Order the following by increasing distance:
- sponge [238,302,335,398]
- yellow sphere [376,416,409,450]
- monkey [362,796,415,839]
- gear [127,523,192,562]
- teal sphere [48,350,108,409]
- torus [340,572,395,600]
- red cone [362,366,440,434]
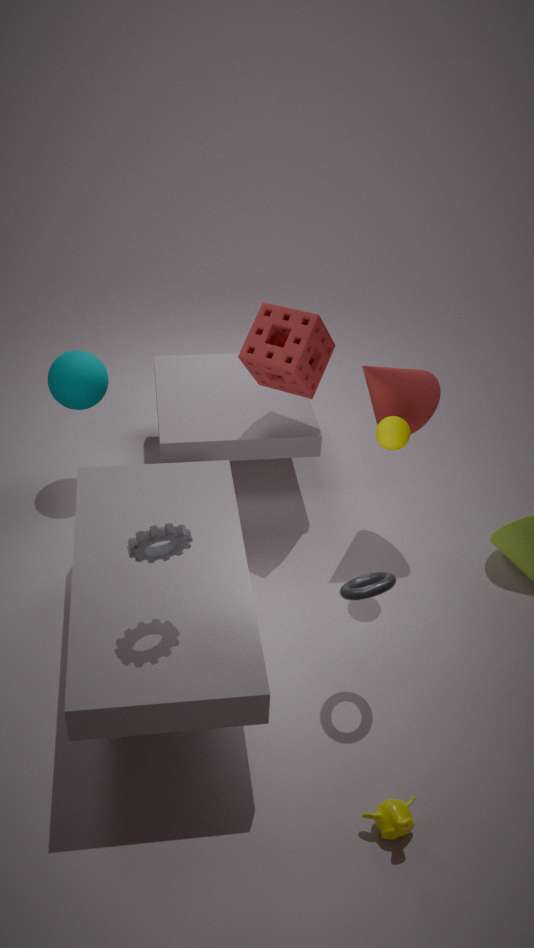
monkey [362,796,415,839] → gear [127,523,192,562] → torus [340,572,395,600] → yellow sphere [376,416,409,450] → red cone [362,366,440,434] → sponge [238,302,335,398] → teal sphere [48,350,108,409]
